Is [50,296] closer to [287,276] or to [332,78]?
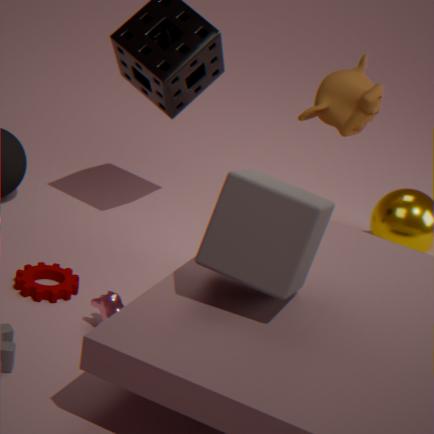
[287,276]
